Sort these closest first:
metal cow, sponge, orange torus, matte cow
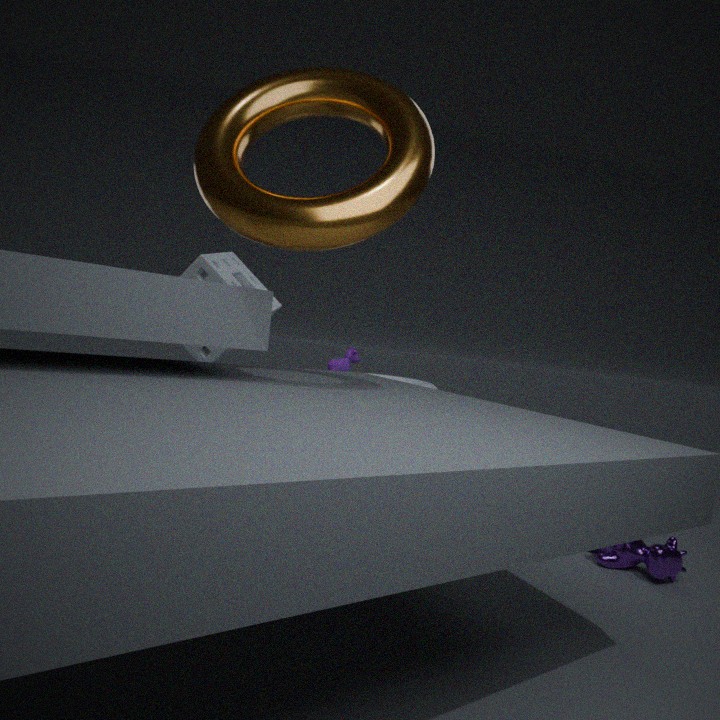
1. orange torus
2. metal cow
3. sponge
4. matte cow
